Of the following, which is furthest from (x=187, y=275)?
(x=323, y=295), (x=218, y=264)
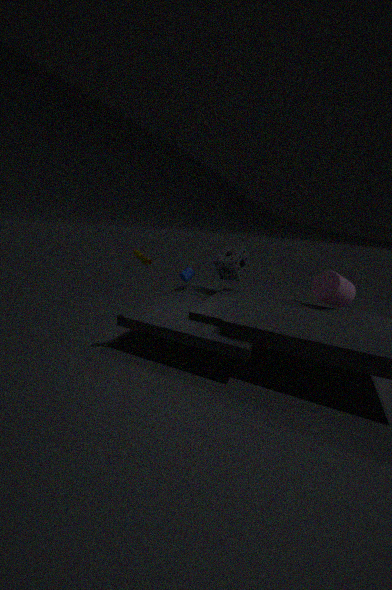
(x=323, y=295)
